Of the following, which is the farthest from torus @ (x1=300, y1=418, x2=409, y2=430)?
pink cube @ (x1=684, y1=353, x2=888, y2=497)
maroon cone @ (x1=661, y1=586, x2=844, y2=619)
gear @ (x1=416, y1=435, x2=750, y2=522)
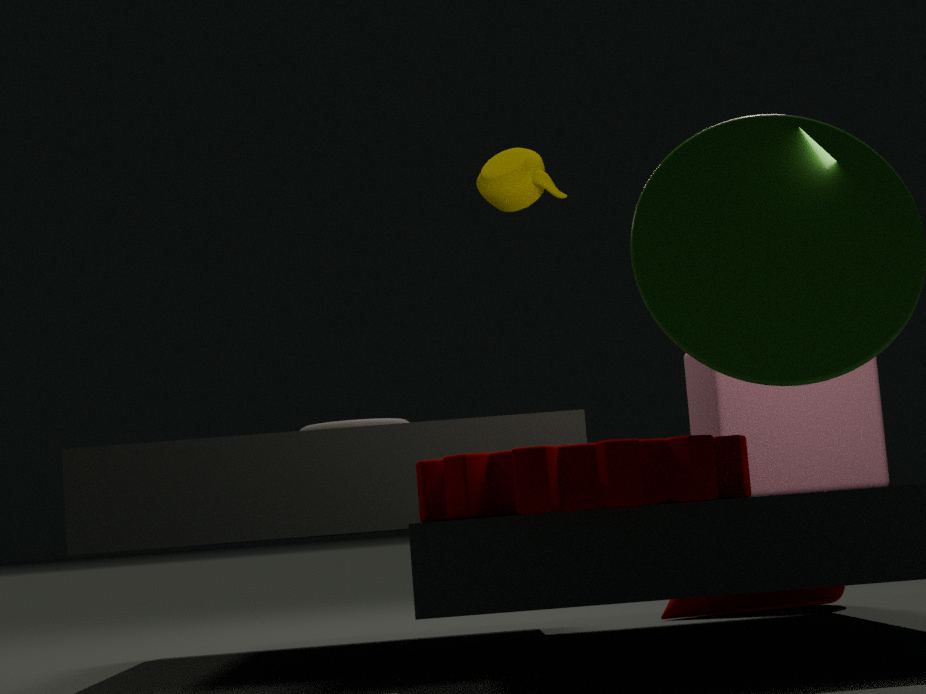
maroon cone @ (x1=661, y1=586, x2=844, y2=619)
